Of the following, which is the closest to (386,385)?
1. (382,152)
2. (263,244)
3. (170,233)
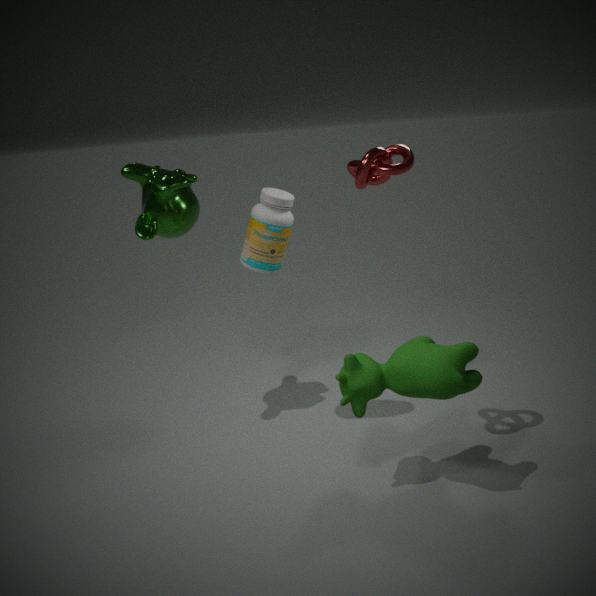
(382,152)
